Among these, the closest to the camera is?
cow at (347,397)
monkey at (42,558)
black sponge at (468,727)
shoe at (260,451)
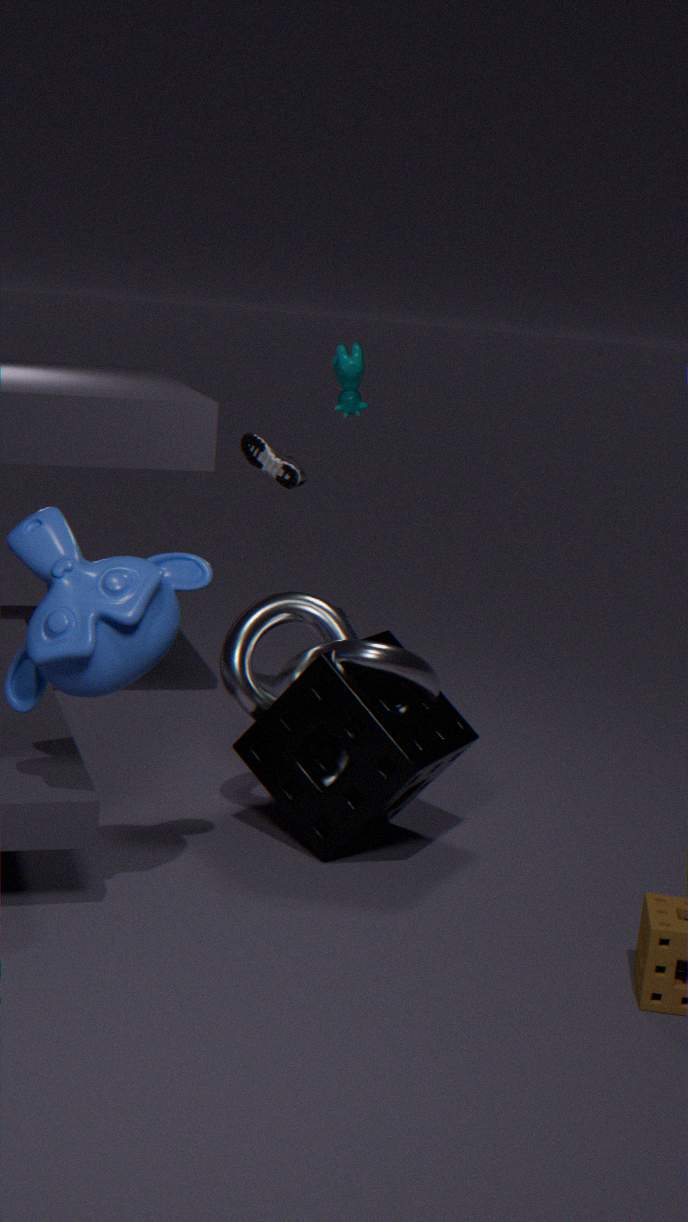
monkey at (42,558)
